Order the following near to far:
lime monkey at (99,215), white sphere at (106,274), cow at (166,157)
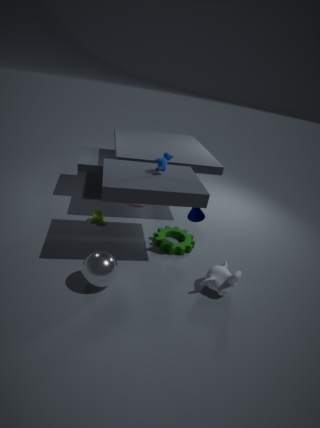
white sphere at (106,274) → cow at (166,157) → lime monkey at (99,215)
